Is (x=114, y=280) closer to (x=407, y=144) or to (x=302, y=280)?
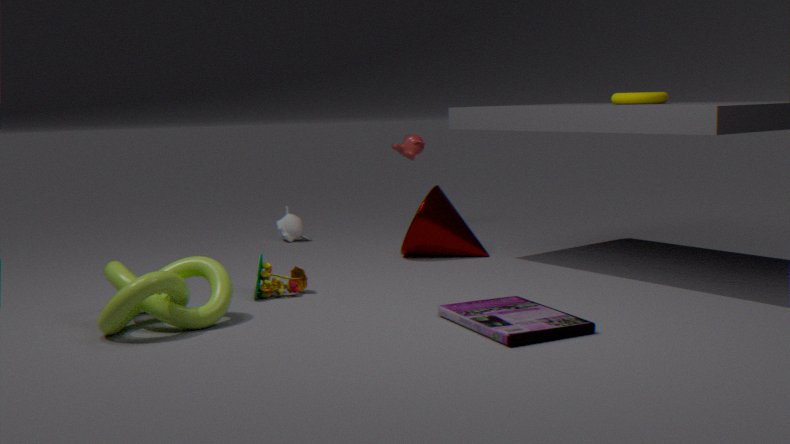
(x=302, y=280)
